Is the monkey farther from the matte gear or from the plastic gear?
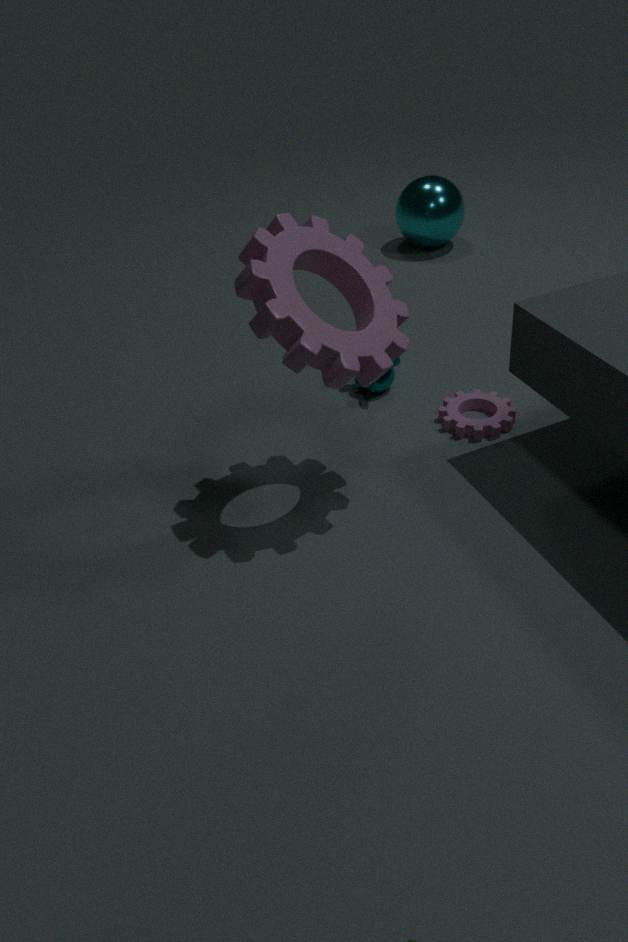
the plastic gear
